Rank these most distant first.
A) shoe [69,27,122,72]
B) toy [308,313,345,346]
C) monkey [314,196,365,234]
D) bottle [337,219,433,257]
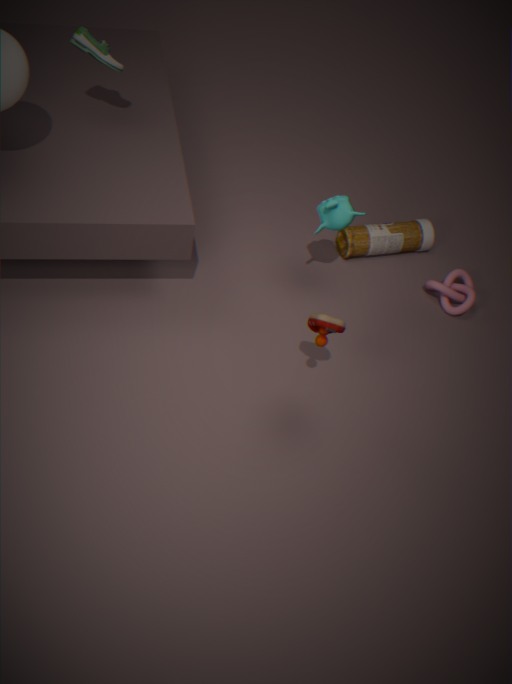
1. bottle [337,219,433,257]
2. monkey [314,196,365,234]
3. shoe [69,27,122,72]
4. toy [308,313,345,346]
